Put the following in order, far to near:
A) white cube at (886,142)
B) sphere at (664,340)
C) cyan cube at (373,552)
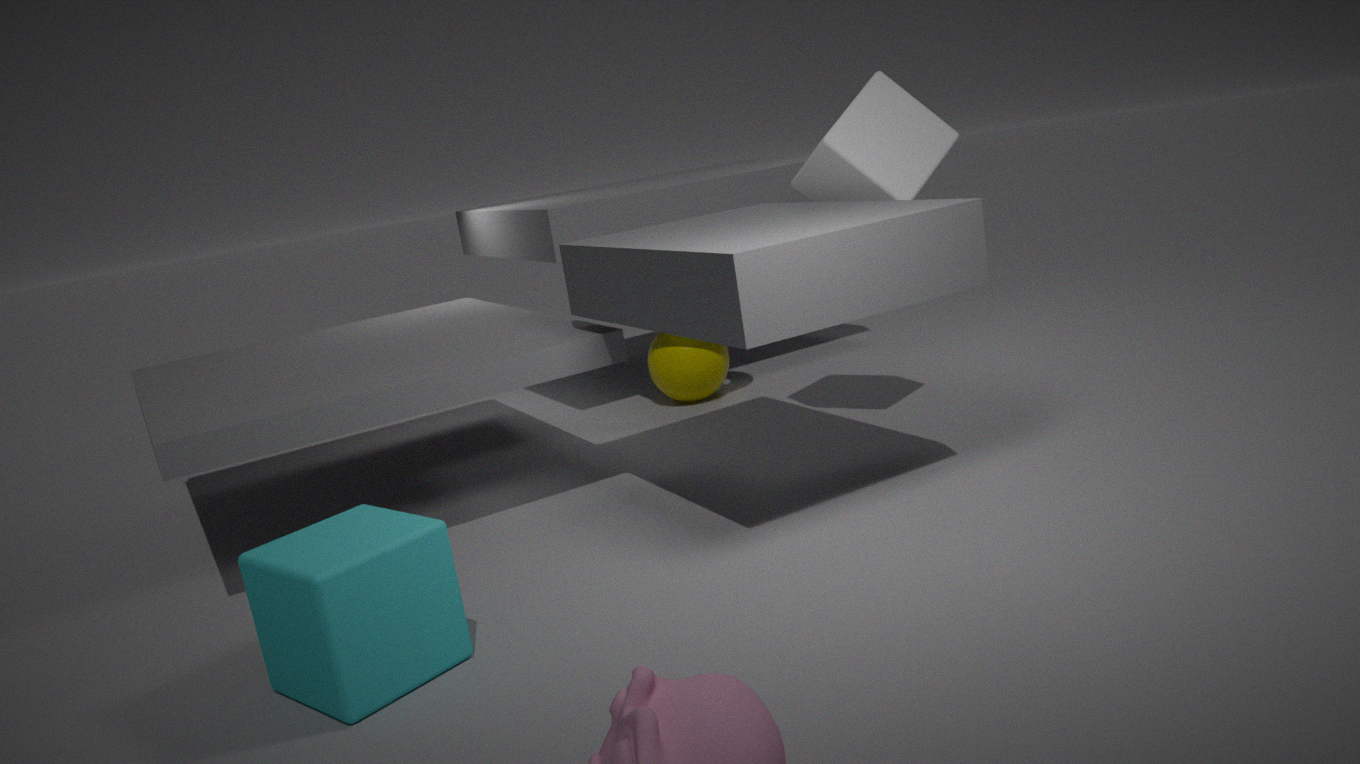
1. sphere at (664,340)
2. white cube at (886,142)
3. cyan cube at (373,552)
